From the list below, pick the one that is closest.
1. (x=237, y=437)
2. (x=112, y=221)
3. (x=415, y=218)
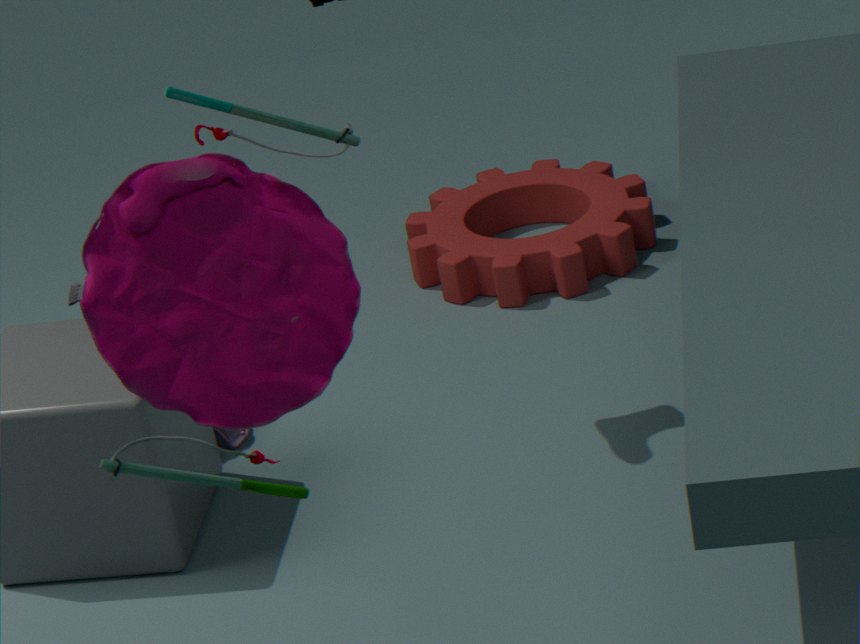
(x=112, y=221)
